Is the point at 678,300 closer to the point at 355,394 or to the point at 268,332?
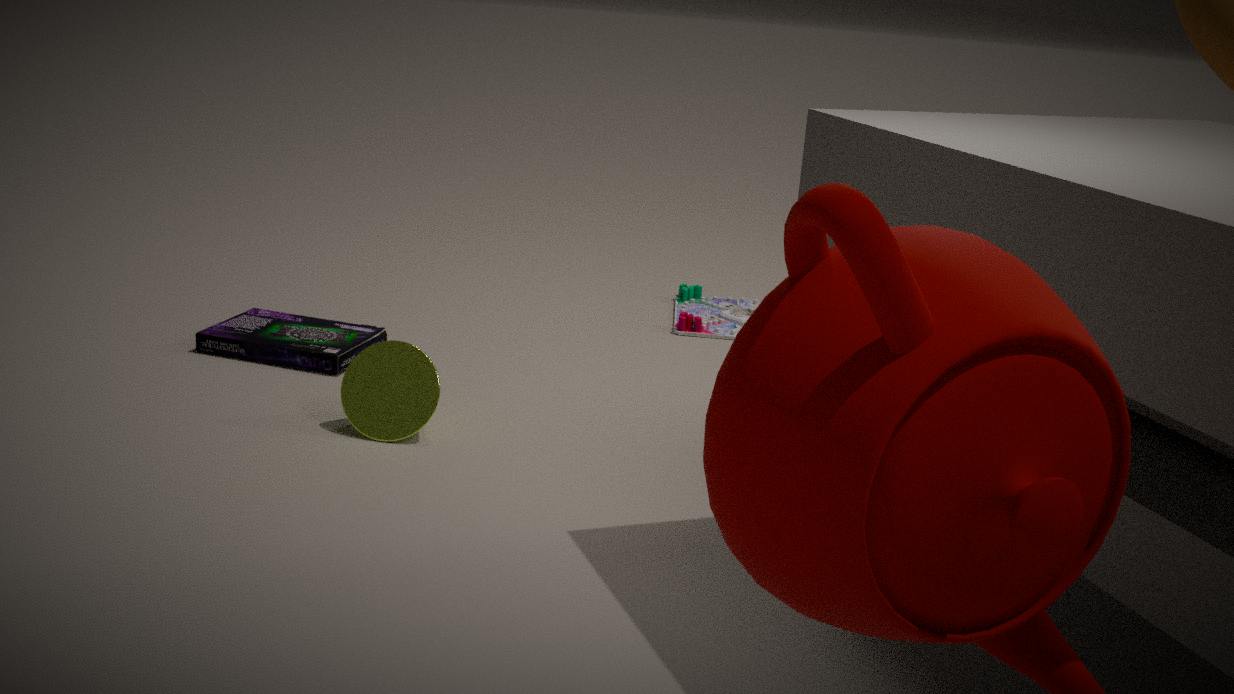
the point at 268,332
